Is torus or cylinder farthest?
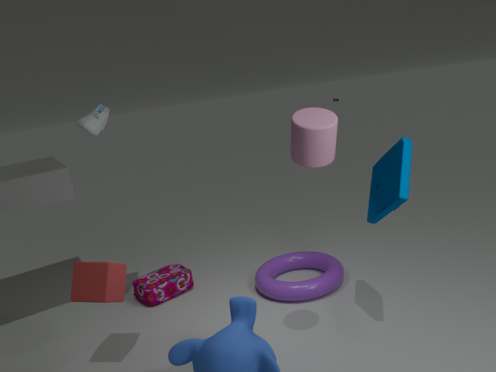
torus
